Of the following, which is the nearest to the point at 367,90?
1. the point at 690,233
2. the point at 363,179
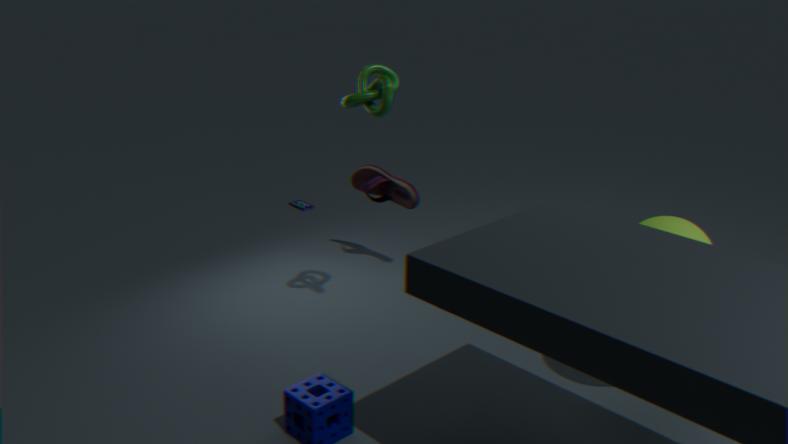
the point at 363,179
